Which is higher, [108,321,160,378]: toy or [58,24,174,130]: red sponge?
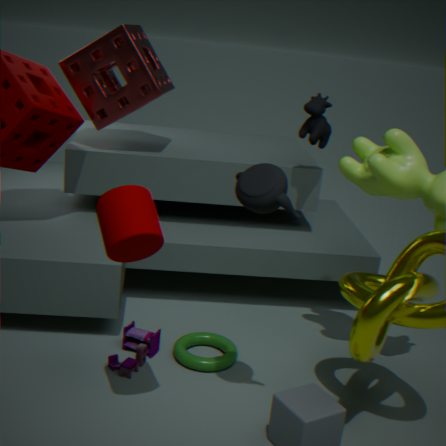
[58,24,174,130]: red sponge
